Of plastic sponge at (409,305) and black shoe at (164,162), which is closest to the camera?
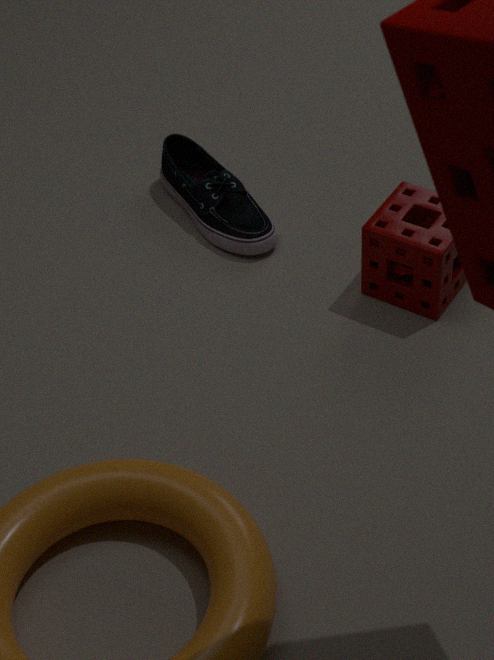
plastic sponge at (409,305)
